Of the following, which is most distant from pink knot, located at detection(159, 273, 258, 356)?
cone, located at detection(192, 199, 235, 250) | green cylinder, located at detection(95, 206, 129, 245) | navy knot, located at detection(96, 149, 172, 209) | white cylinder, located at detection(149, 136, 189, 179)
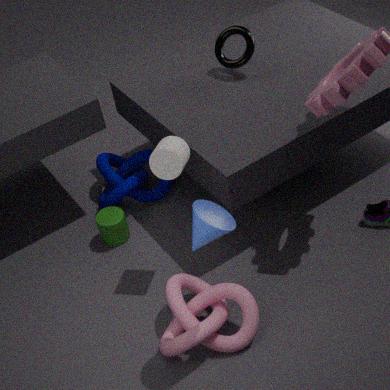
navy knot, located at detection(96, 149, 172, 209)
